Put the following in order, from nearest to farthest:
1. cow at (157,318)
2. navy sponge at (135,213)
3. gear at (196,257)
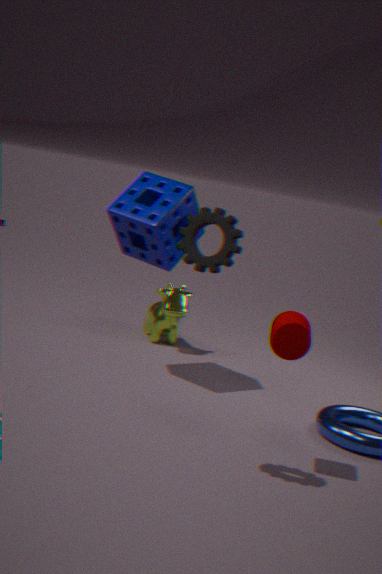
1. gear at (196,257)
2. navy sponge at (135,213)
3. cow at (157,318)
